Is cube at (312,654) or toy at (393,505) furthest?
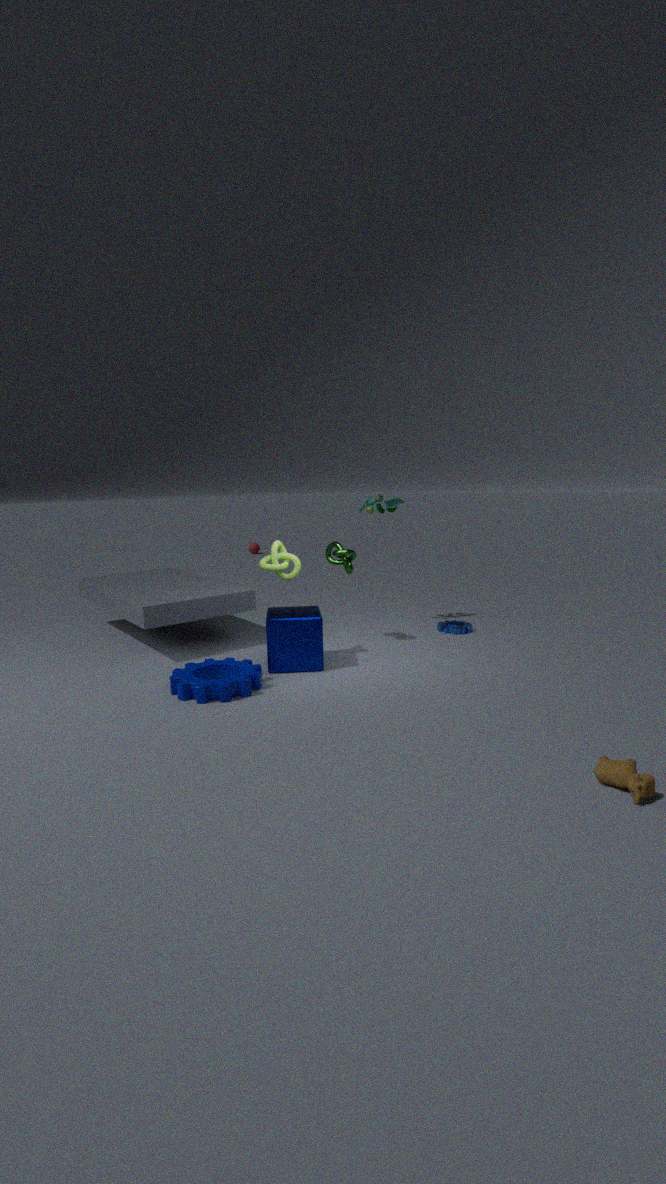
toy at (393,505)
